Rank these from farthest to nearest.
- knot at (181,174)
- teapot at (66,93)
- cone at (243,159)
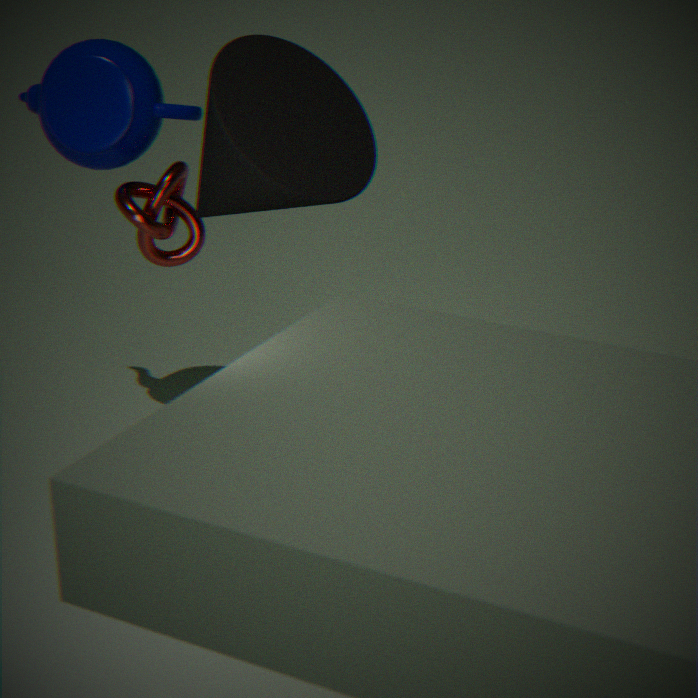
teapot at (66,93) → knot at (181,174) → cone at (243,159)
